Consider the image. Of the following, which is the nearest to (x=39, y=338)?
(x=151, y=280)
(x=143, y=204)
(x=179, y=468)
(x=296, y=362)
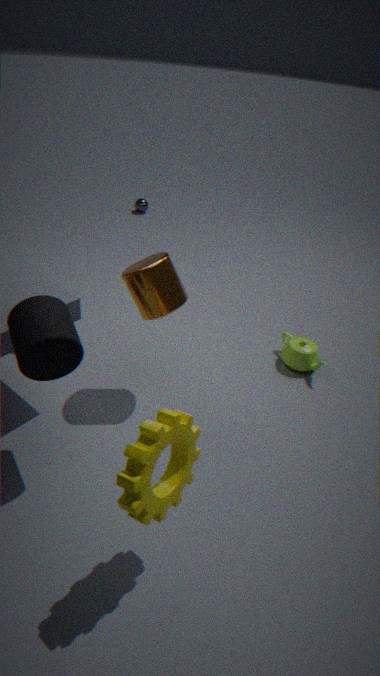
(x=151, y=280)
